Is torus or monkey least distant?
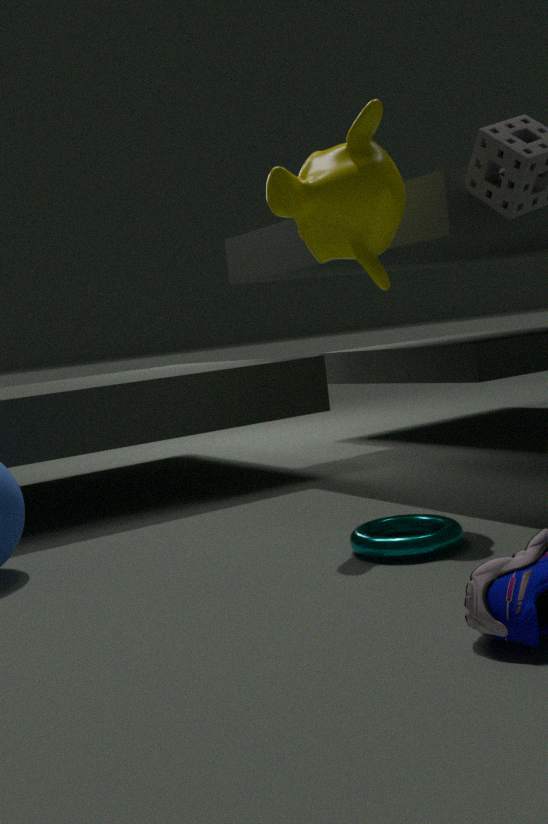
torus
